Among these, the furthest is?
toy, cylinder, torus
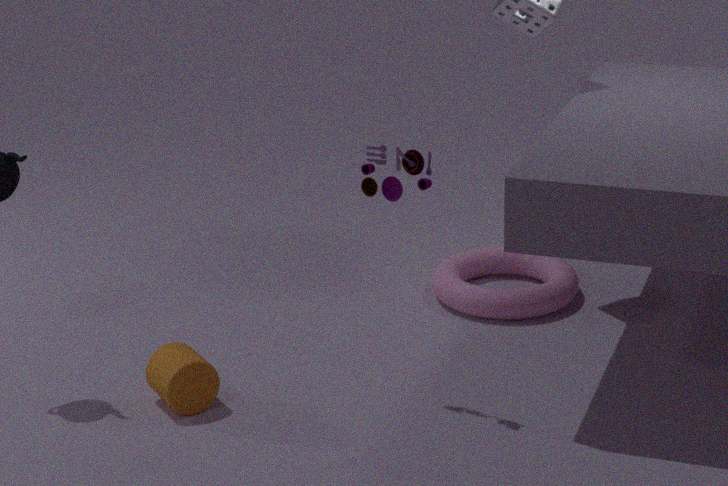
torus
